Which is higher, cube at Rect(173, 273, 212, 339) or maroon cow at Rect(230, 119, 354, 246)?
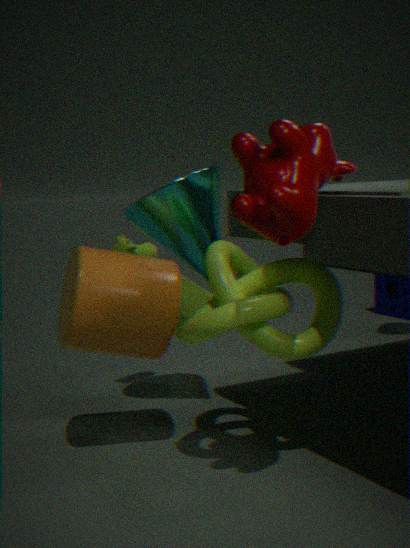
maroon cow at Rect(230, 119, 354, 246)
